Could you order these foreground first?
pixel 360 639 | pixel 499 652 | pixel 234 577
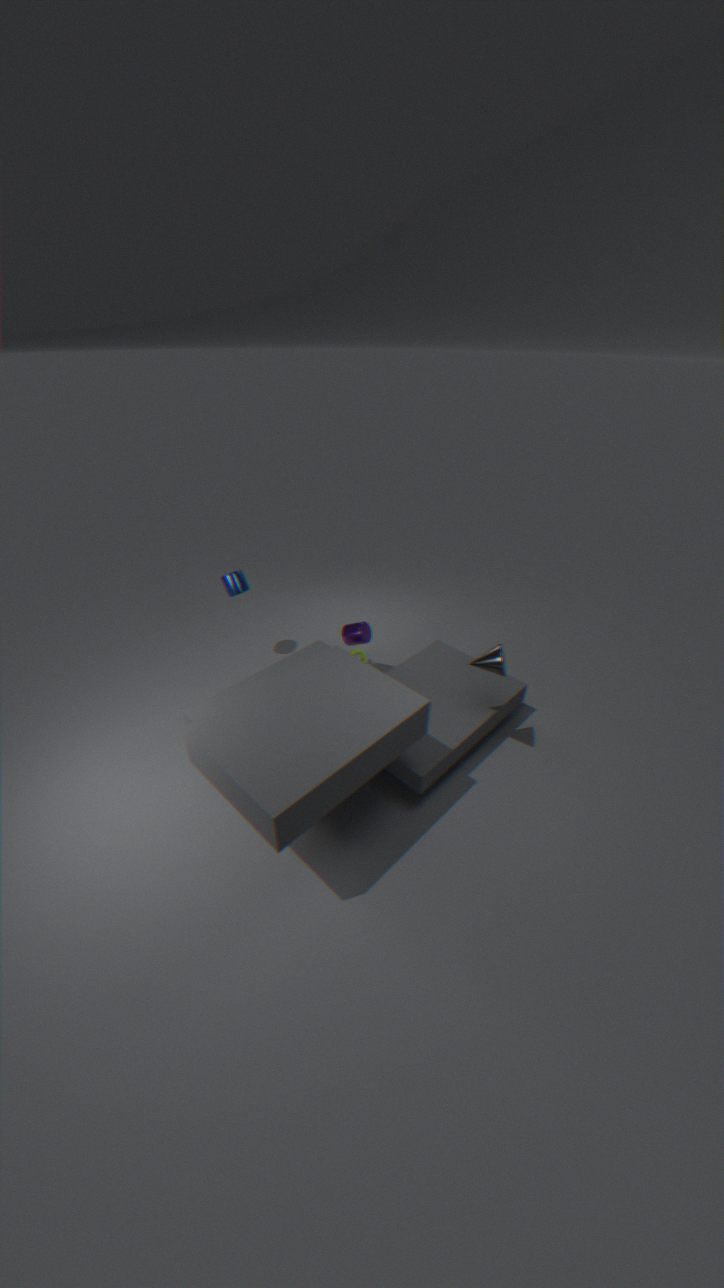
pixel 499 652, pixel 360 639, pixel 234 577
